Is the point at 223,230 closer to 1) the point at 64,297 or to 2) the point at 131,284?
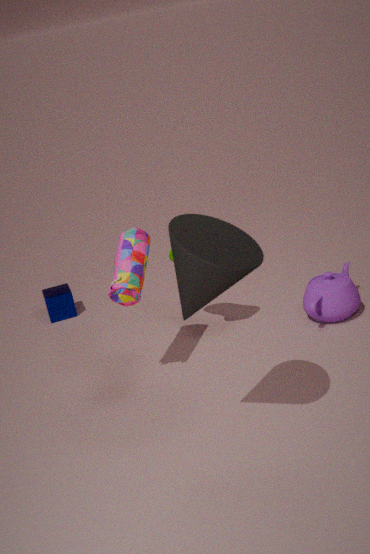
2) the point at 131,284
